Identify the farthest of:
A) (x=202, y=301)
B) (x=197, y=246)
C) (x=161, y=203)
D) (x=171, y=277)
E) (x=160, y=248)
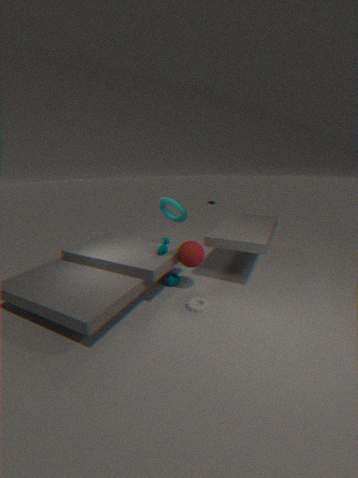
(x=161, y=203)
